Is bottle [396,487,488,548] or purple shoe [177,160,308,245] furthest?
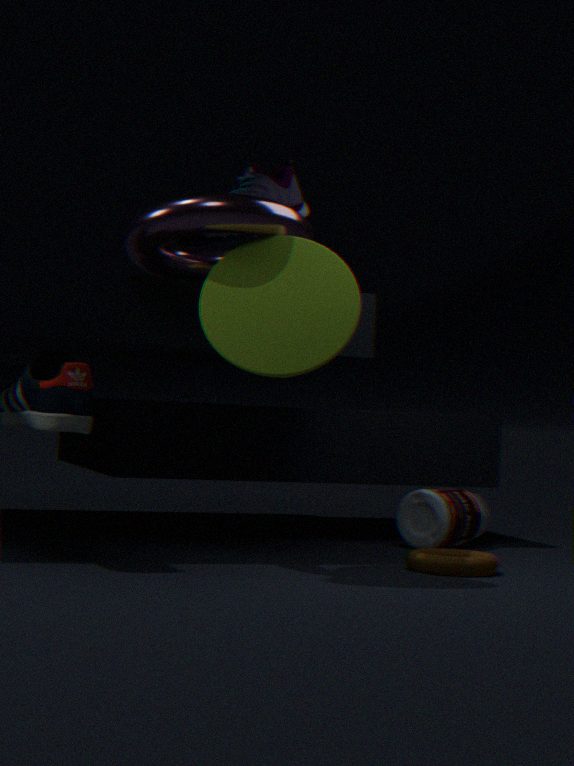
bottle [396,487,488,548]
